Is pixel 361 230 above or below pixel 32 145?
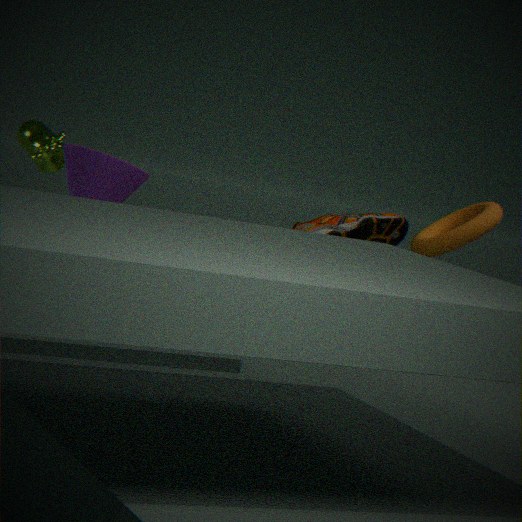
below
